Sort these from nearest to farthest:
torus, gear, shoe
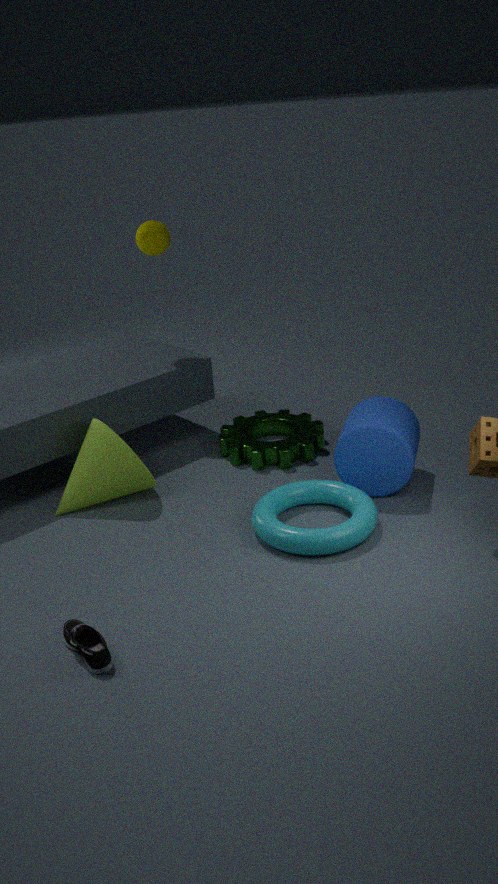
shoe
torus
gear
